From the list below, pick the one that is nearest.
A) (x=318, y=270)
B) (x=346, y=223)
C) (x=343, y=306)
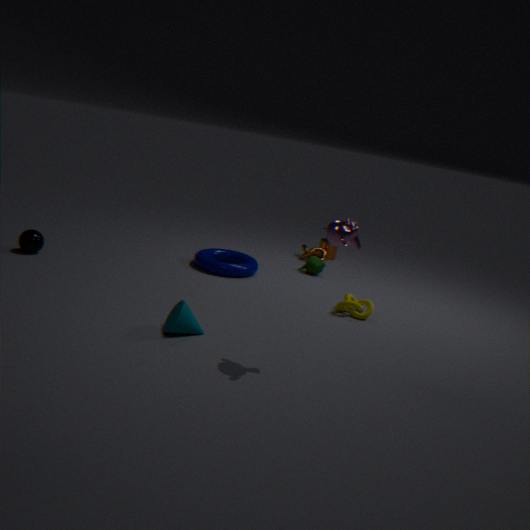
(x=346, y=223)
